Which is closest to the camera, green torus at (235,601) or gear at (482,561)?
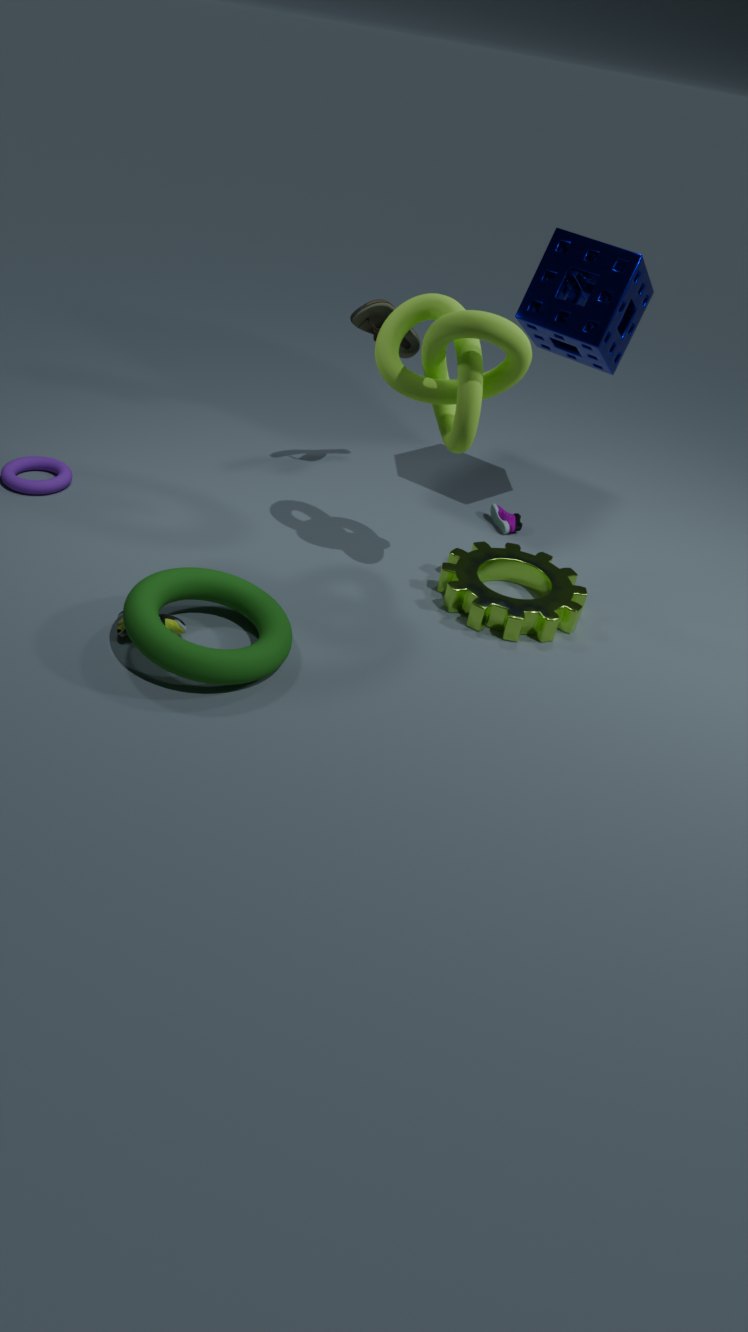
green torus at (235,601)
